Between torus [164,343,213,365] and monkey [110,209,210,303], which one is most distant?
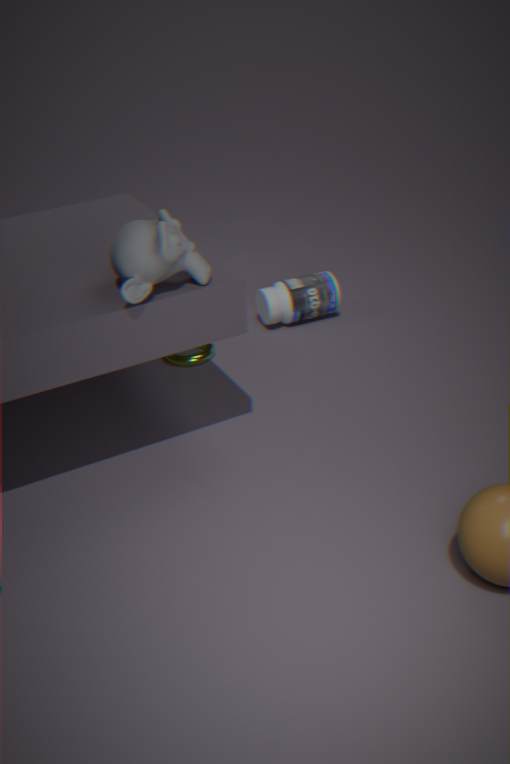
torus [164,343,213,365]
